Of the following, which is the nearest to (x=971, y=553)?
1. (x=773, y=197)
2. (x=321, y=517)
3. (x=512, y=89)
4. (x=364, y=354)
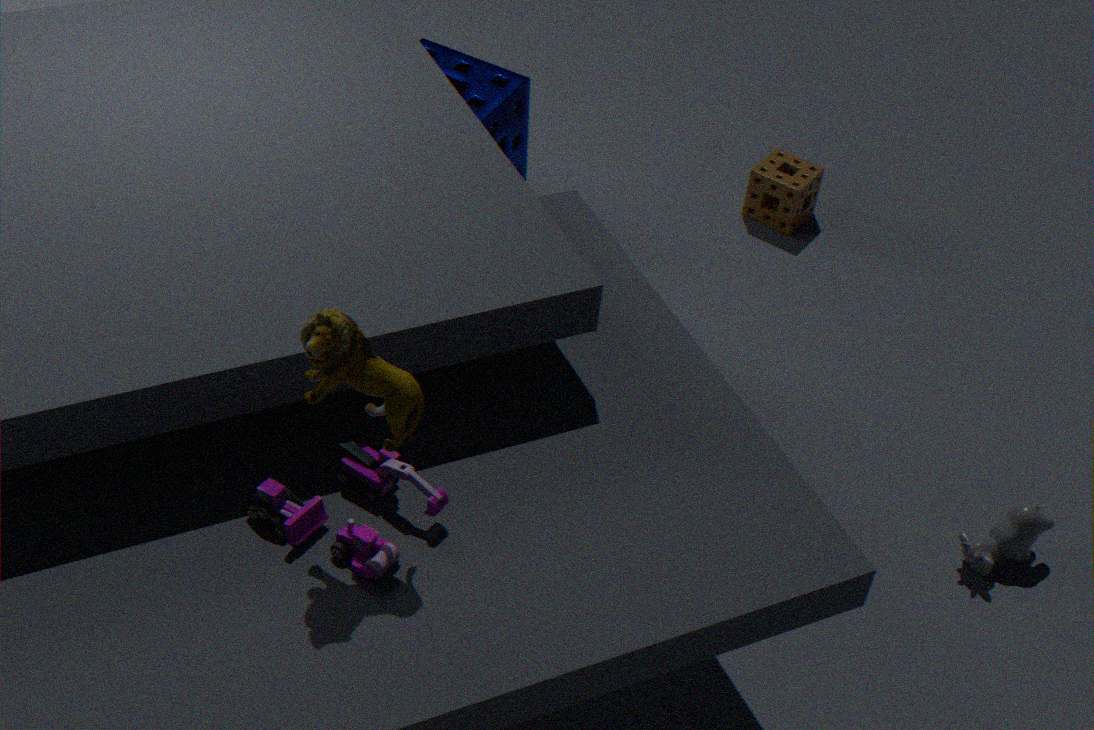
(x=773, y=197)
